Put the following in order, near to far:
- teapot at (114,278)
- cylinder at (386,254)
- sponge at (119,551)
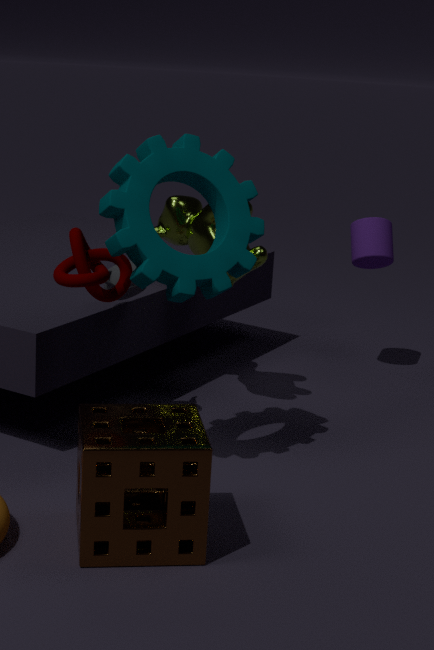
1. sponge at (119,551)
2. teapot at (114,278)
3. cylinder at (386,254)
